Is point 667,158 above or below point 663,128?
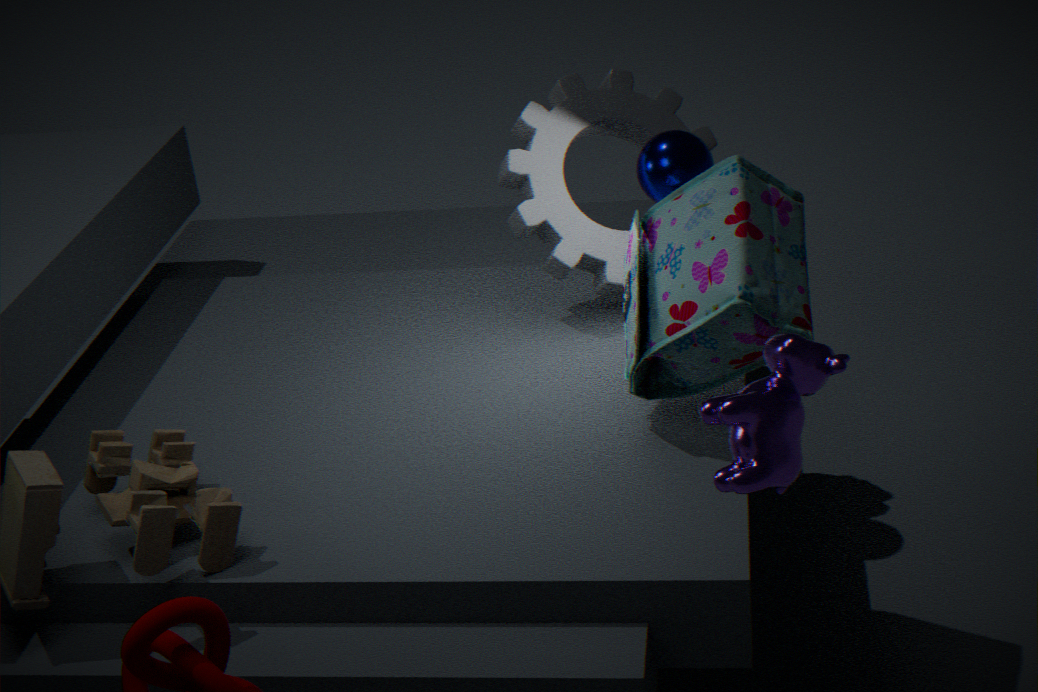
above
